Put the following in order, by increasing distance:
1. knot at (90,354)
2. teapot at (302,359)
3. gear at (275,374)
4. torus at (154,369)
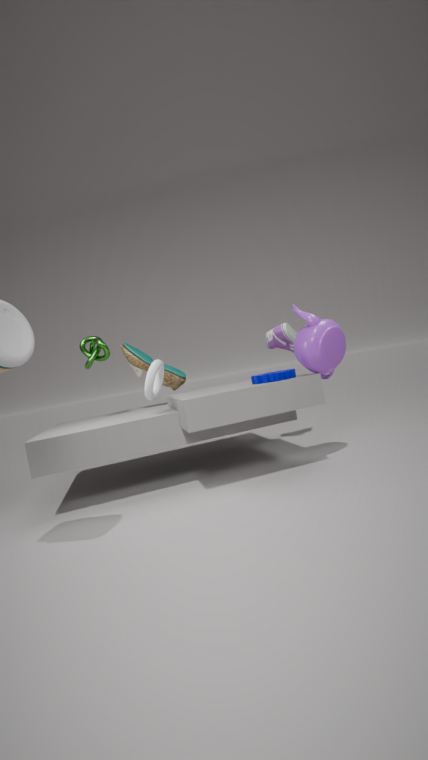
teapot at (302,359) < gear at (275,374) < torus at (154,369) < knot at (90,354)
